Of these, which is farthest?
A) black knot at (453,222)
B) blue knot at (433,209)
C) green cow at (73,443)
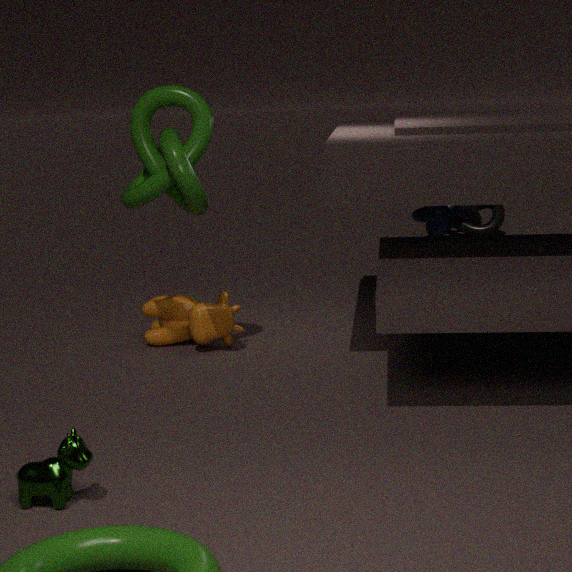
black knot at (453,222)
